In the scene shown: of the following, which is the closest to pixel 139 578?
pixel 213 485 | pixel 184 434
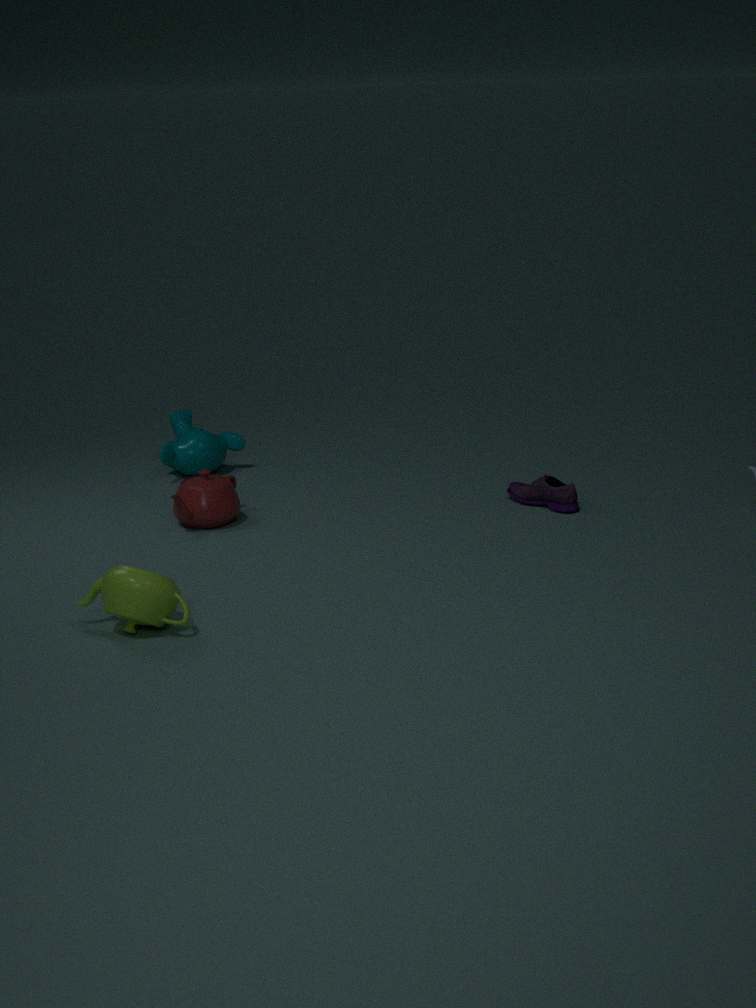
pixel 213 485
